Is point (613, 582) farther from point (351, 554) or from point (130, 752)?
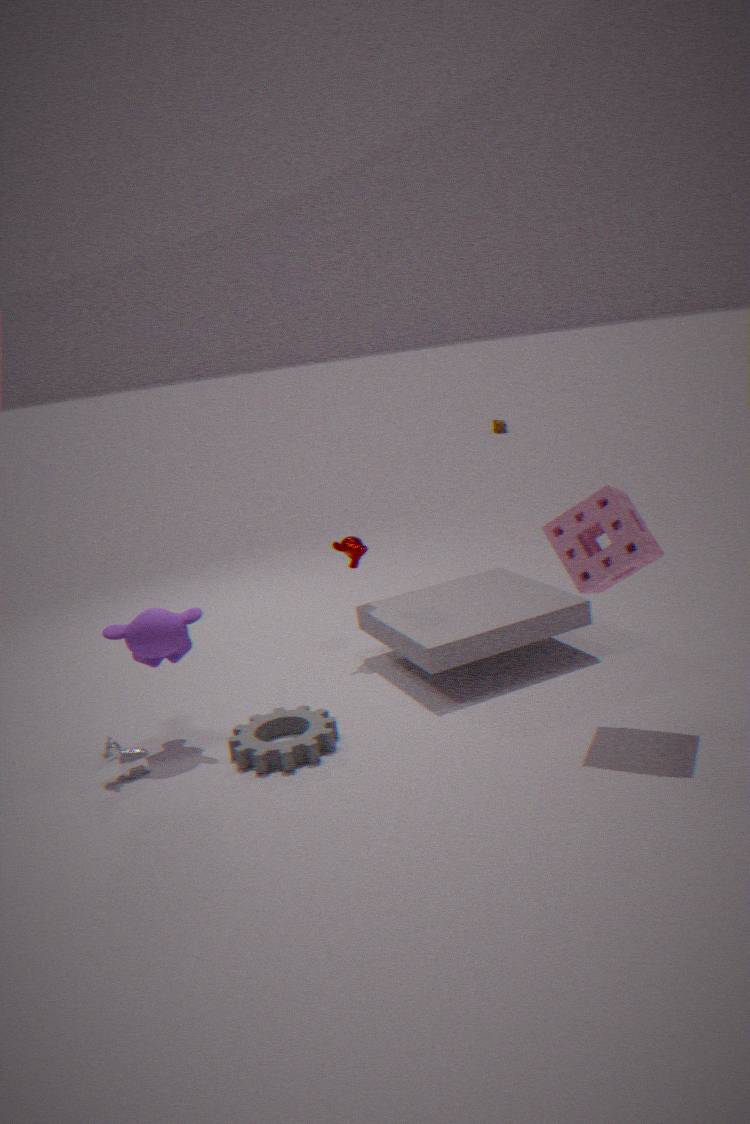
point (130, 752)
